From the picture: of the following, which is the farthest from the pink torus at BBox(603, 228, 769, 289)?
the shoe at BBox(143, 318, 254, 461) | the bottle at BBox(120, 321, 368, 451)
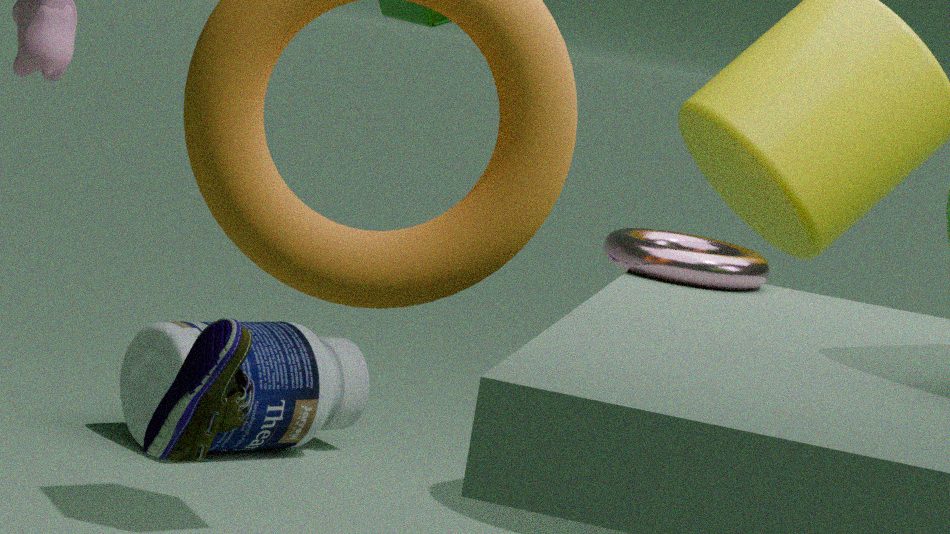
the shoe at BBox(143, 318, 254, 461)
